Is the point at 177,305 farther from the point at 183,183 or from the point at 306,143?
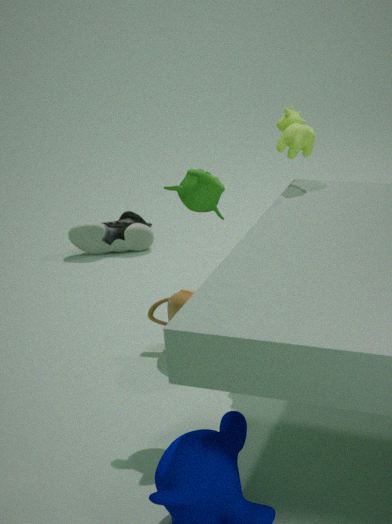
the point at 306,143
